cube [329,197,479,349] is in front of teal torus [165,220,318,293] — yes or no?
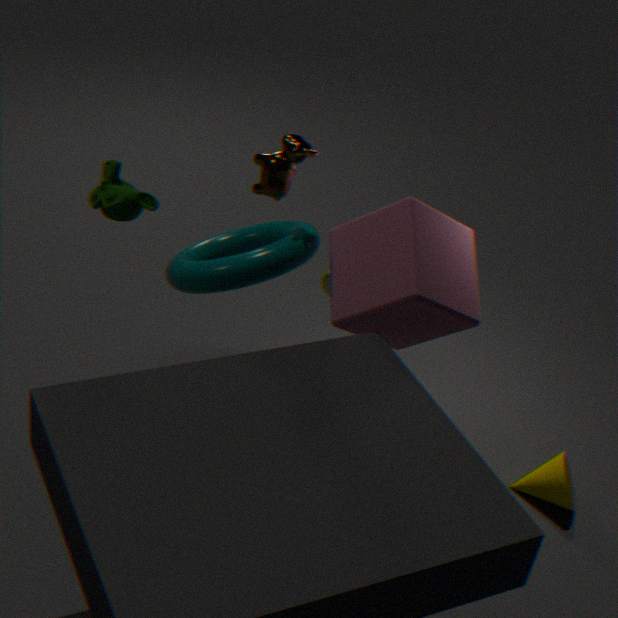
Yes
